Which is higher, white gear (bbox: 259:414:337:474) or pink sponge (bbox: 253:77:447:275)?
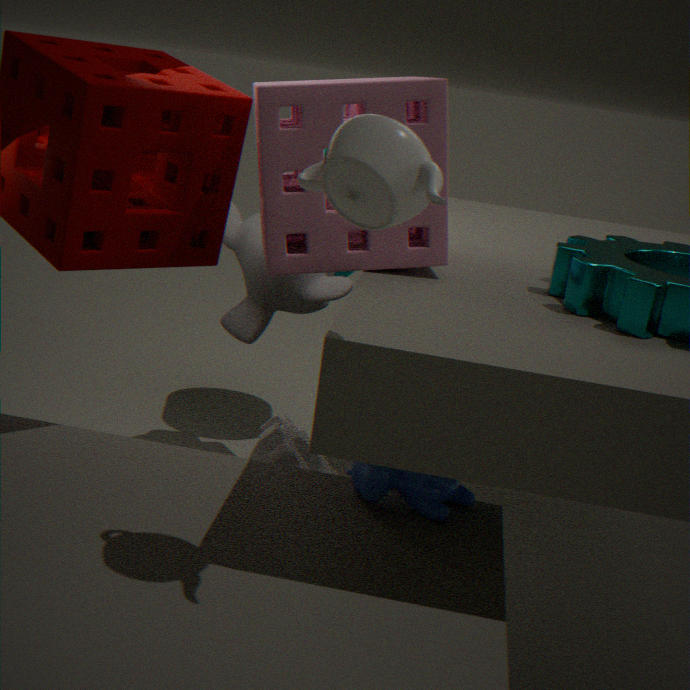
pink sponge (bbox: 253:77:447:275)
